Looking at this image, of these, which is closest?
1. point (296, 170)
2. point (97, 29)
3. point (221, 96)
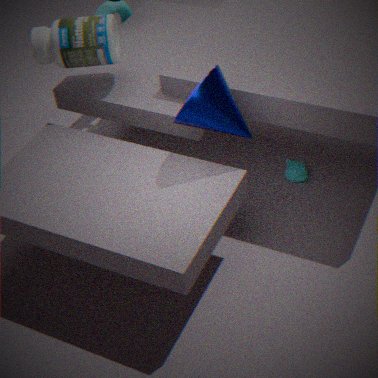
point (221, 96)
